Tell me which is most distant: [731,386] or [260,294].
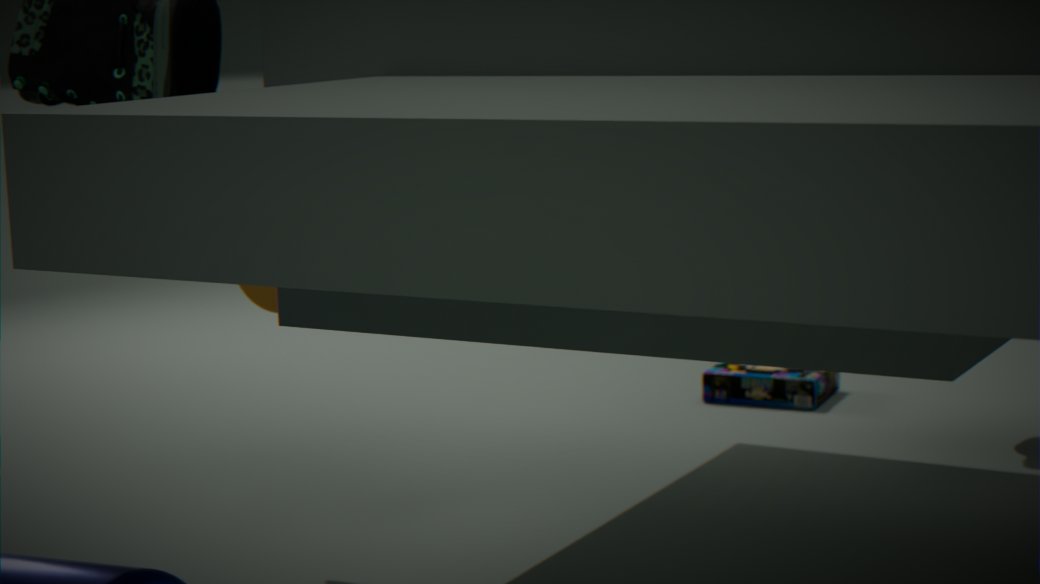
[731,386]
